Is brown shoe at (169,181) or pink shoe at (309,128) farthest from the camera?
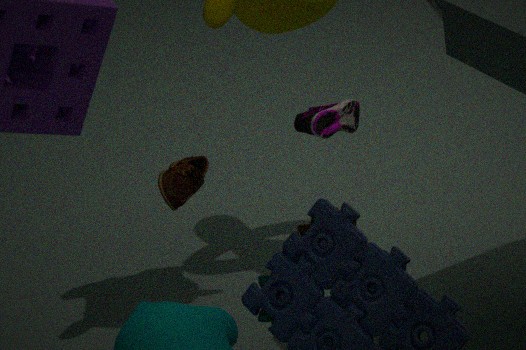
pink shoe at (309,128)
